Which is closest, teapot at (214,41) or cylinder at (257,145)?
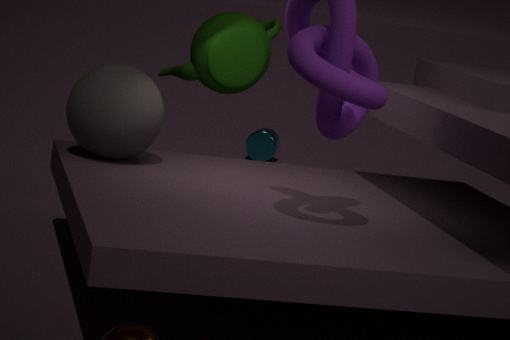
teapot at (214,41)
